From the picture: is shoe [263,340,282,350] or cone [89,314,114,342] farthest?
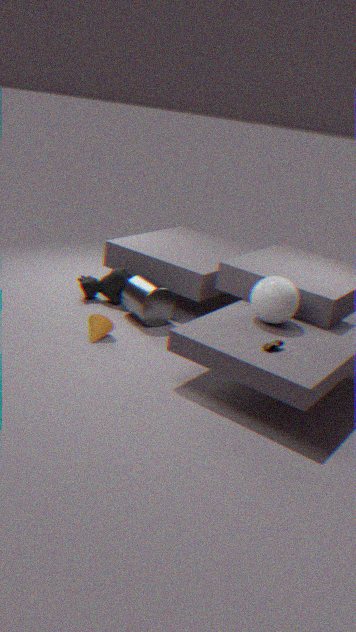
cone [89,314,114,342]
